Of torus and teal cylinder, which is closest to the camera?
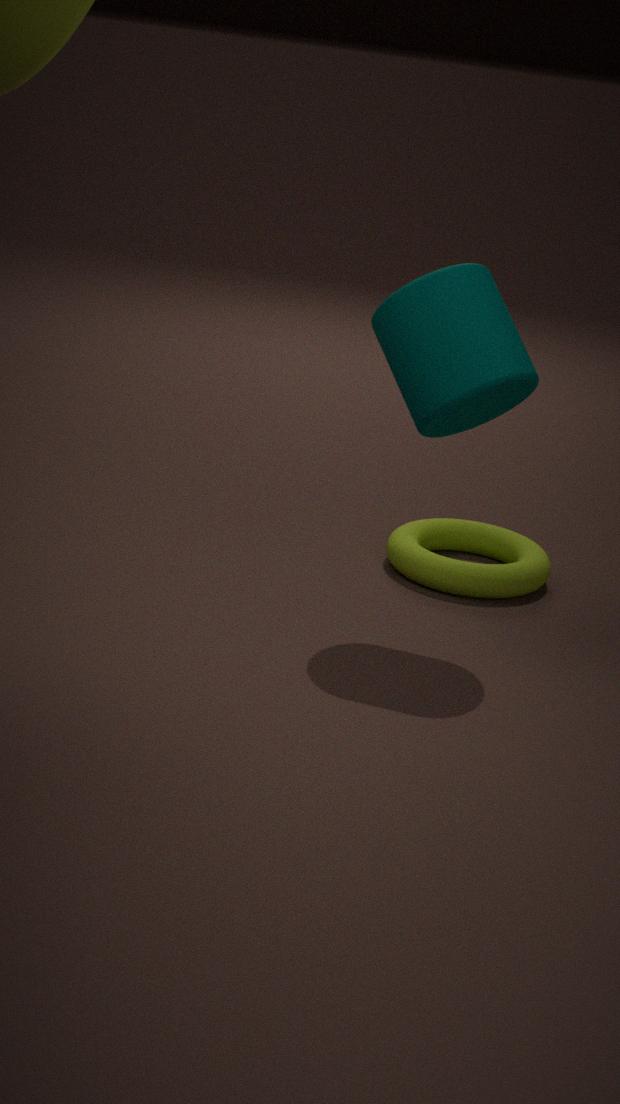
teal cylinder
